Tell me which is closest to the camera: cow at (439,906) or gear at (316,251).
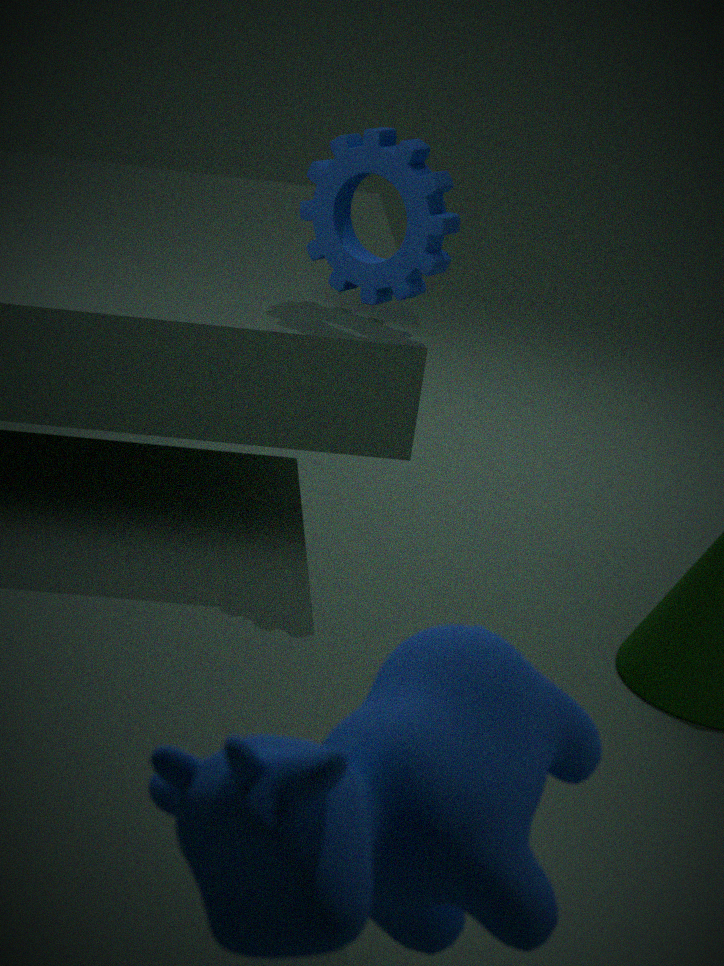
cow at (439,906)
